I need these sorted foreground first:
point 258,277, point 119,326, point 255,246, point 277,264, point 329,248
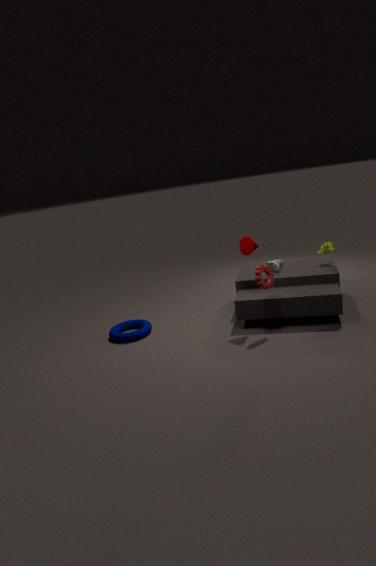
point 258,277 < point 255,246 < point 329,248 < point 277,264 < point 119,326
